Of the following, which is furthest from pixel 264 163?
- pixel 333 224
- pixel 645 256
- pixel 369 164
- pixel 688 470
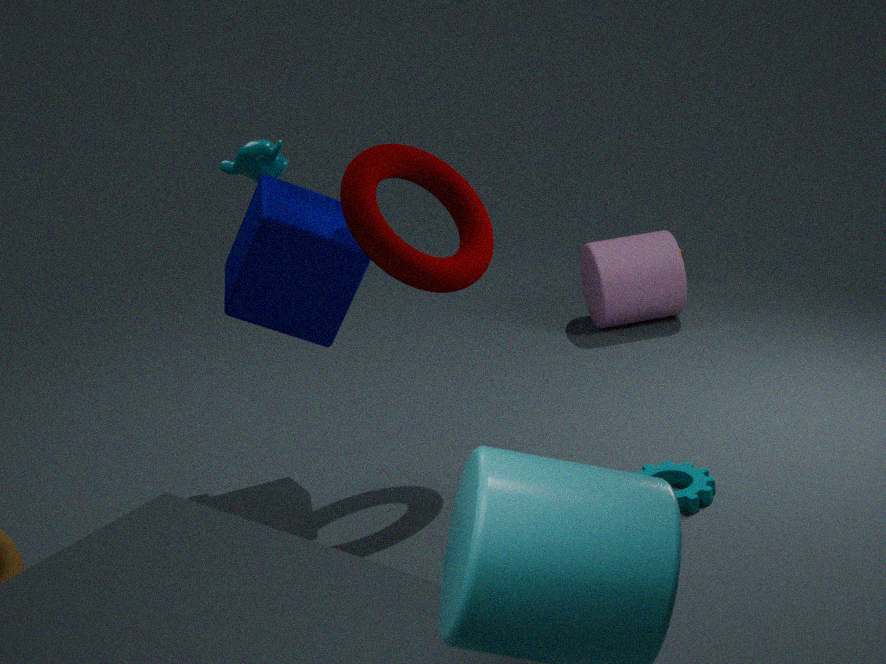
pixel 645 256
